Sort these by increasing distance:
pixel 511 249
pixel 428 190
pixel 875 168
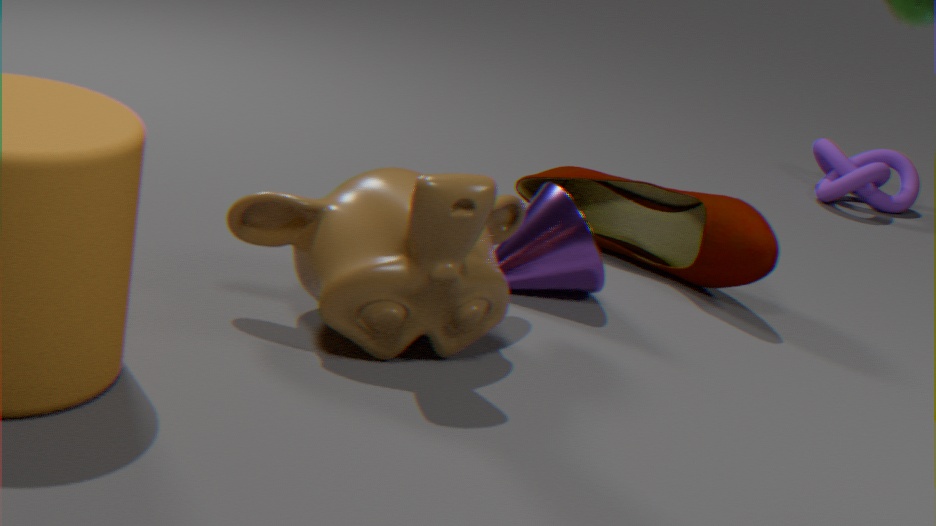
pixel 428 190, pixel 511 249, pixel 875 168
